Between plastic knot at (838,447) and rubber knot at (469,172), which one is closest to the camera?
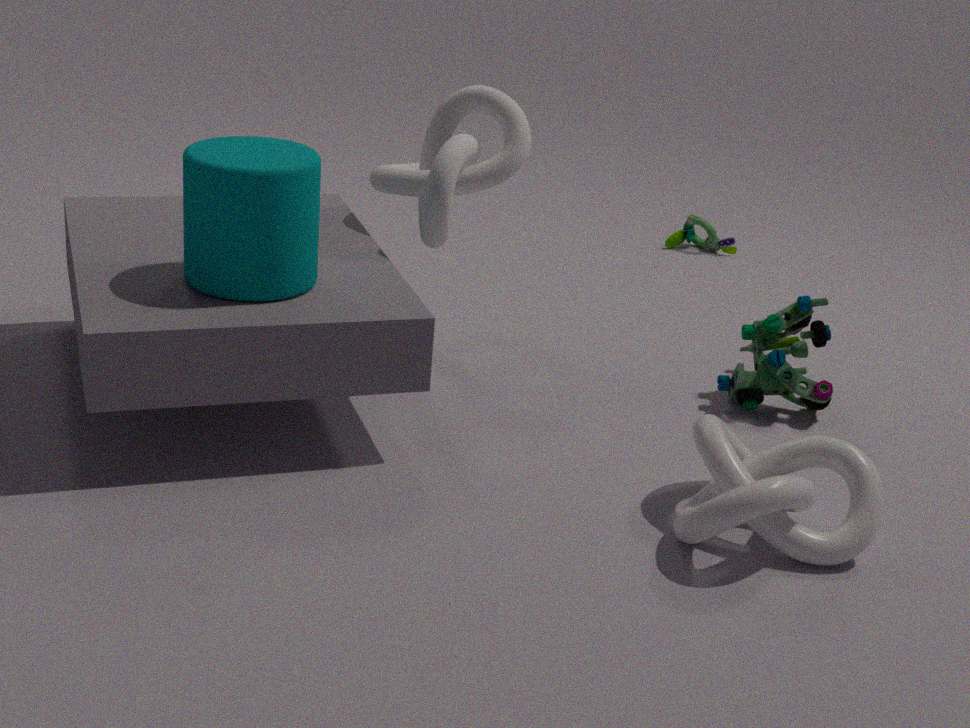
plastic knot at (838,447)
